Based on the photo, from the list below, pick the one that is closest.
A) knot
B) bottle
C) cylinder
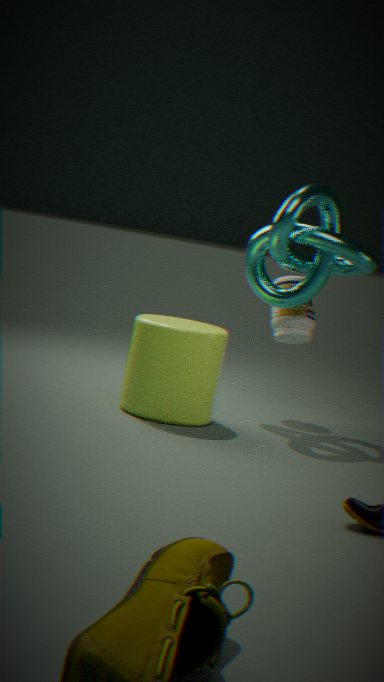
cylinder
